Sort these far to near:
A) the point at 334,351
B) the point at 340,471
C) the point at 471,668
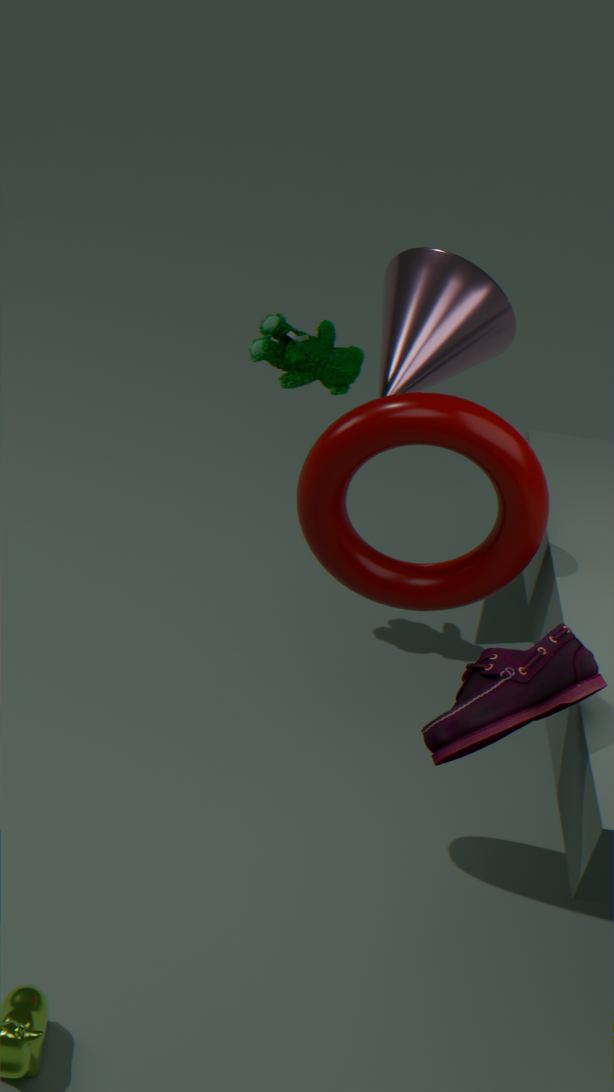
the point at 334,351 → the point at 340,471 → the point at 471,668
